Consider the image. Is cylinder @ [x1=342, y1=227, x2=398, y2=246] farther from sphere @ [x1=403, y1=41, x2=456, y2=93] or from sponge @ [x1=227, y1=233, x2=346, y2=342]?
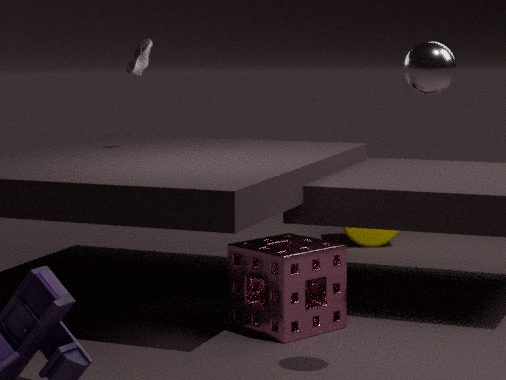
sphere @ [x1=403, y1=41, x2=456, y2=93]
